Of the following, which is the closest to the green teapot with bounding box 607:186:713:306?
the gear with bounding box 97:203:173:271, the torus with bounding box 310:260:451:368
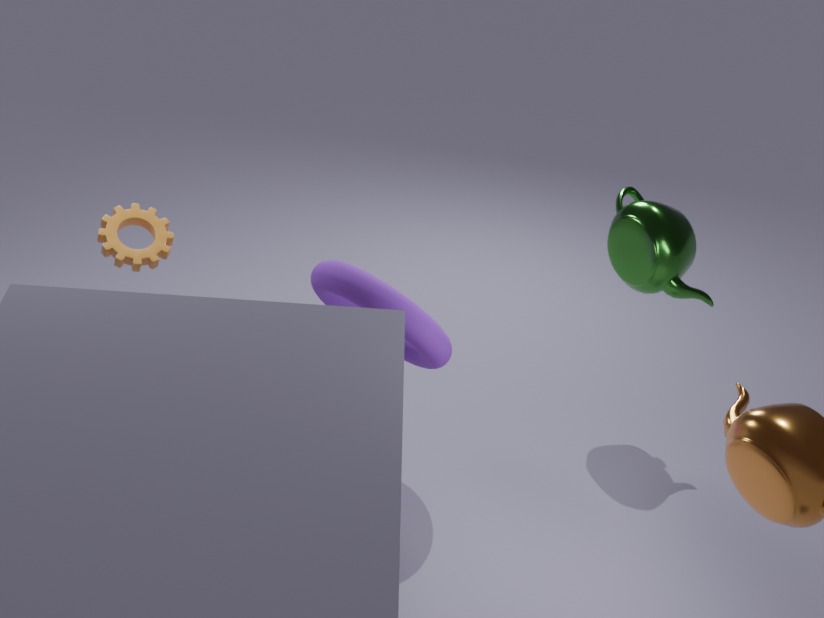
the torus with bounding box 310:260:451:368
